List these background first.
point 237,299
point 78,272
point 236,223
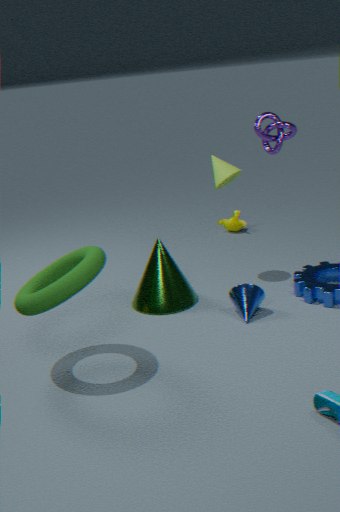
1. point 236,223
2. point 237,299
3. point 78,272
